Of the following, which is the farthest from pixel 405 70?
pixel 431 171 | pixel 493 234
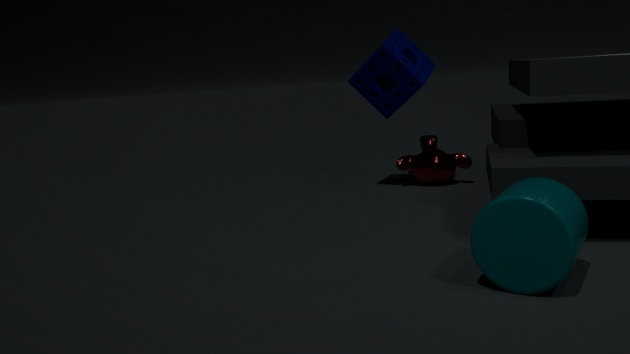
pixel 493 234
